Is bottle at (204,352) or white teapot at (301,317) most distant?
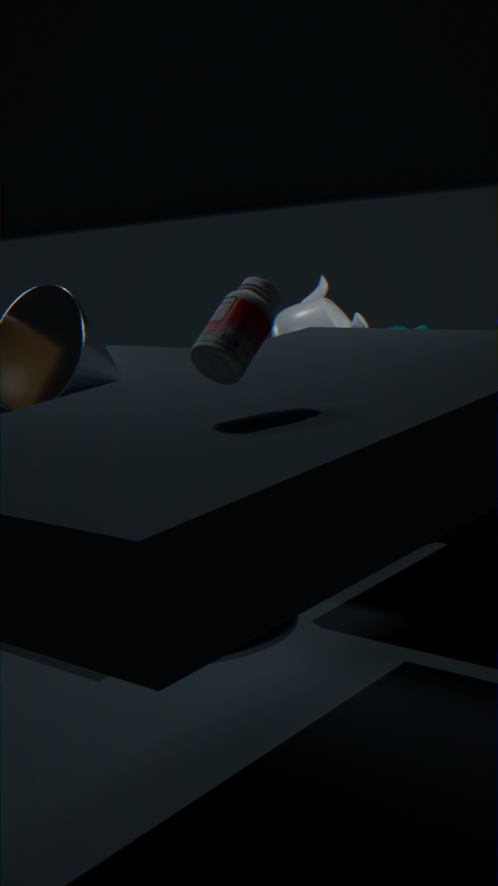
white teapot at (301,317)
